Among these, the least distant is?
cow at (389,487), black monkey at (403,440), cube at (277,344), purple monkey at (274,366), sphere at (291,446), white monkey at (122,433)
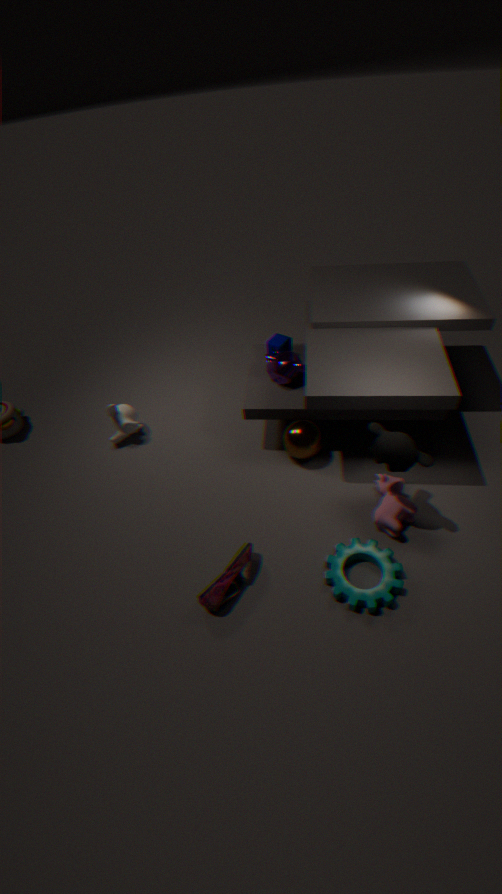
black monkey at (403,440)
